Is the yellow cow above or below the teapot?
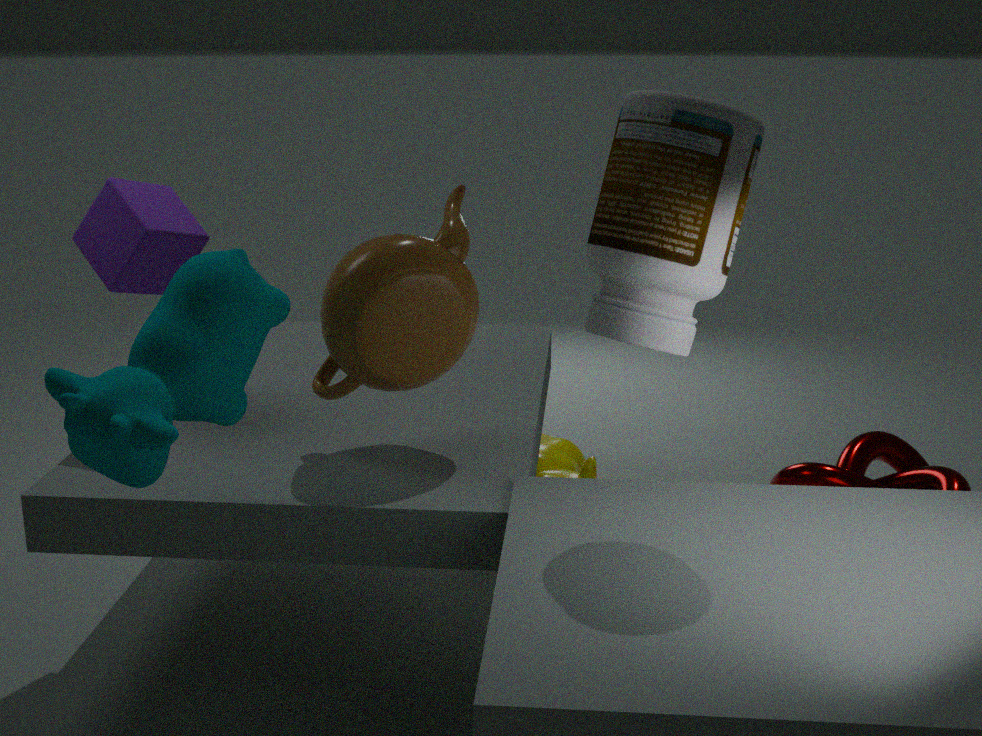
below
